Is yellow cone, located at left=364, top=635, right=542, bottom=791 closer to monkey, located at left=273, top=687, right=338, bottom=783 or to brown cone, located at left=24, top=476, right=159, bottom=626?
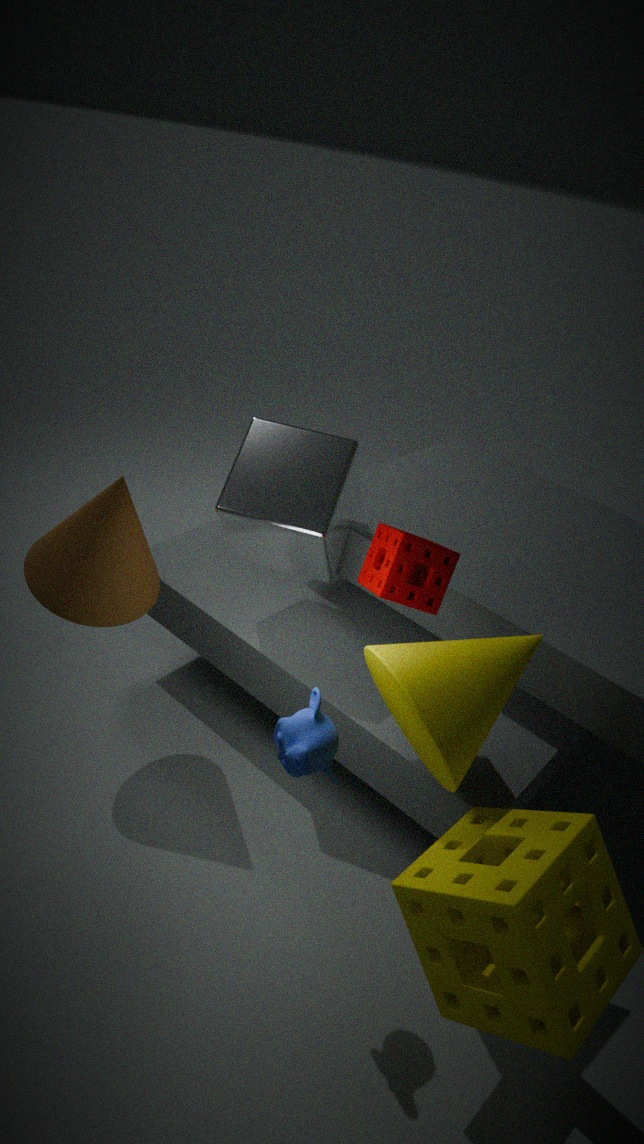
monkey, located at left=273, top=687, right=338, bottom=783
